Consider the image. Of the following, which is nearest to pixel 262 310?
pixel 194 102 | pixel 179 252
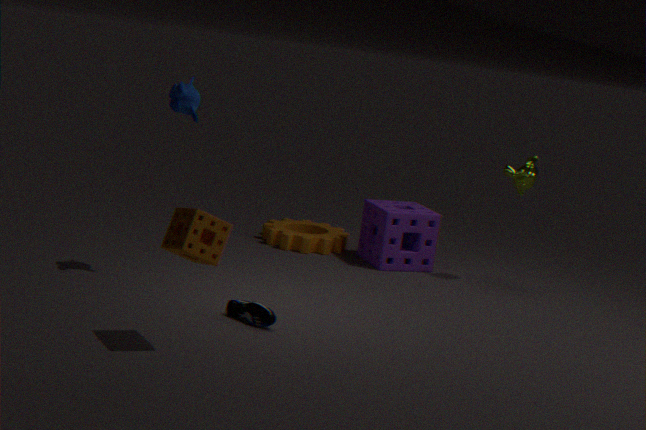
pixel 179 252
